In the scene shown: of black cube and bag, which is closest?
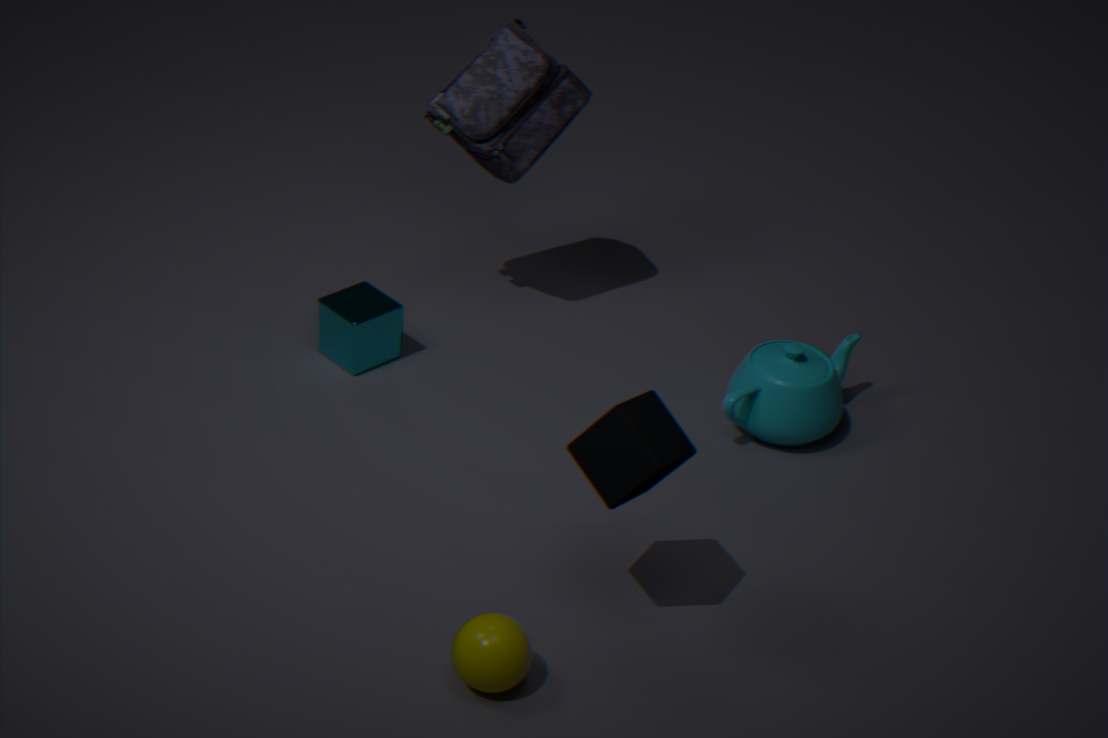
black cube
